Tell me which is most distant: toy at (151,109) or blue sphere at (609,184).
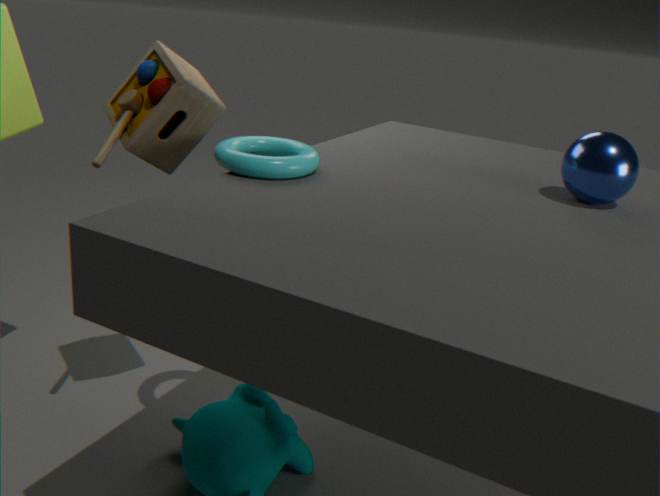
toy at (151,109)
